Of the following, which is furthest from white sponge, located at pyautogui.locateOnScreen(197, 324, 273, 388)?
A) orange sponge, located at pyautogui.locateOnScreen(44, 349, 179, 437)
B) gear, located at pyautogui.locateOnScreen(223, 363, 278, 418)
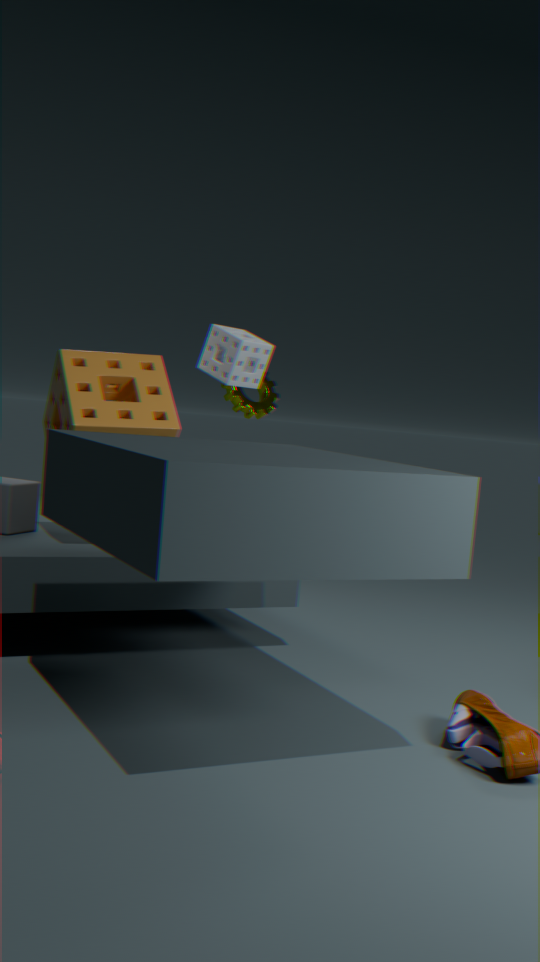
gear, located at pyautogui.locateOnScreen(223, 363, 278, 418)
